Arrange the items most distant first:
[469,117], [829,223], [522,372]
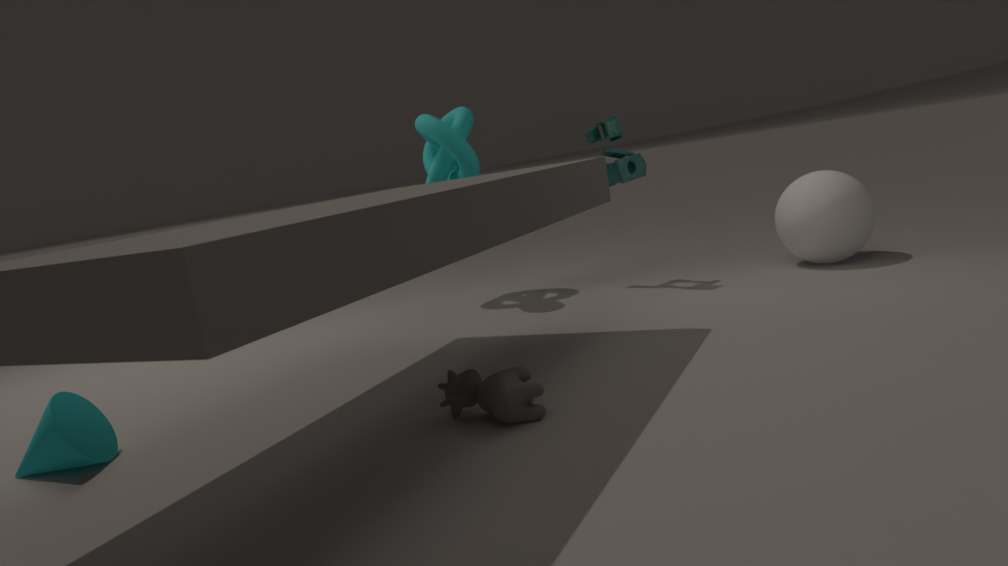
[469,117], [829,223], [522,372]
